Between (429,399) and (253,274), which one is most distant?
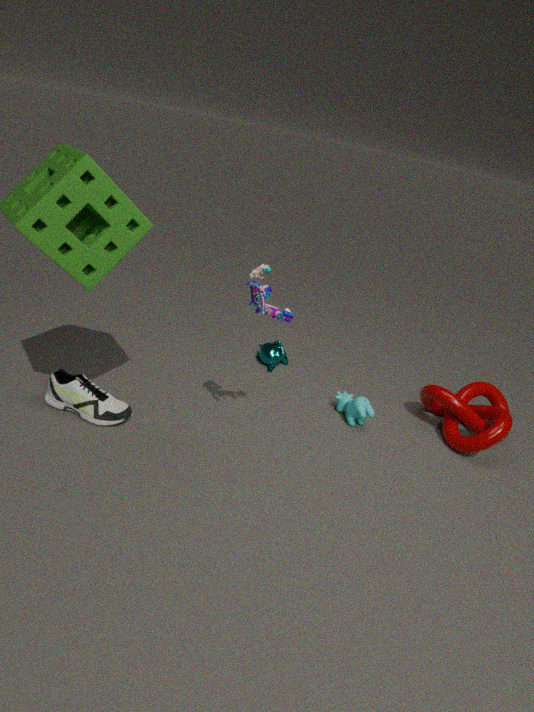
(429,399)
